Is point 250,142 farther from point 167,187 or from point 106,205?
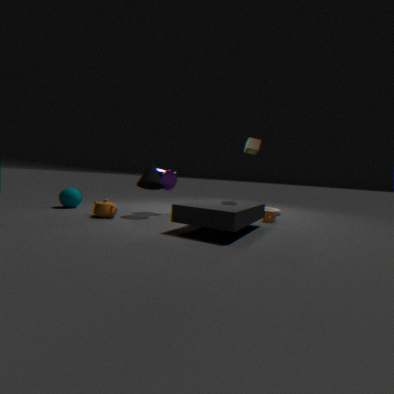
point 106,205
